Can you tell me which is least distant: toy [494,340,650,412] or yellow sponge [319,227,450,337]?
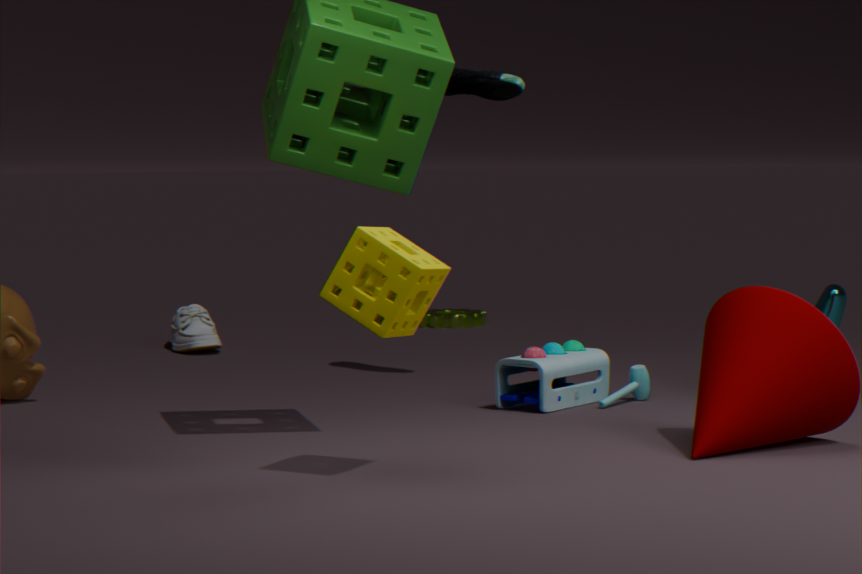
yellow sponge [319,227,450,337]
